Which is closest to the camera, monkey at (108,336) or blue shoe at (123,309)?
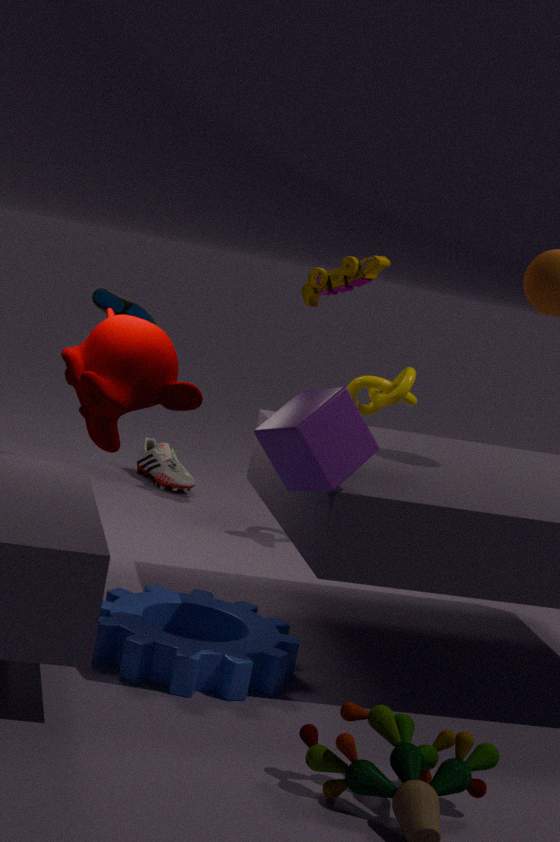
monkey at (108,336)
